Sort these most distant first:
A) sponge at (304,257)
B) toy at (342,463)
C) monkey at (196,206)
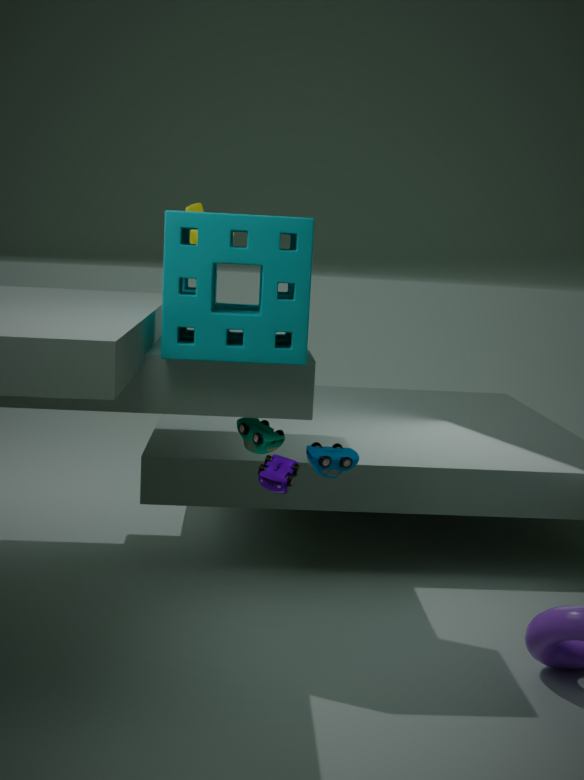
1. monkey at (196,206)
2. toy at (342,463)
3. sponge at (304,257)
